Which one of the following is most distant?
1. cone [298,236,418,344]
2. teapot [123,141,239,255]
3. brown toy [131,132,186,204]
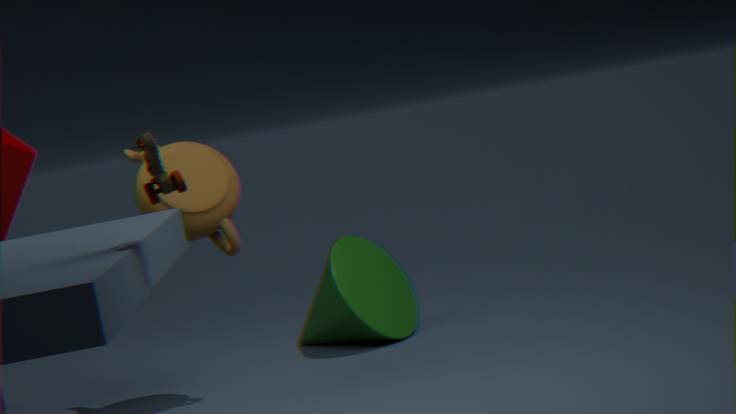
cone [298,236,418,344]
